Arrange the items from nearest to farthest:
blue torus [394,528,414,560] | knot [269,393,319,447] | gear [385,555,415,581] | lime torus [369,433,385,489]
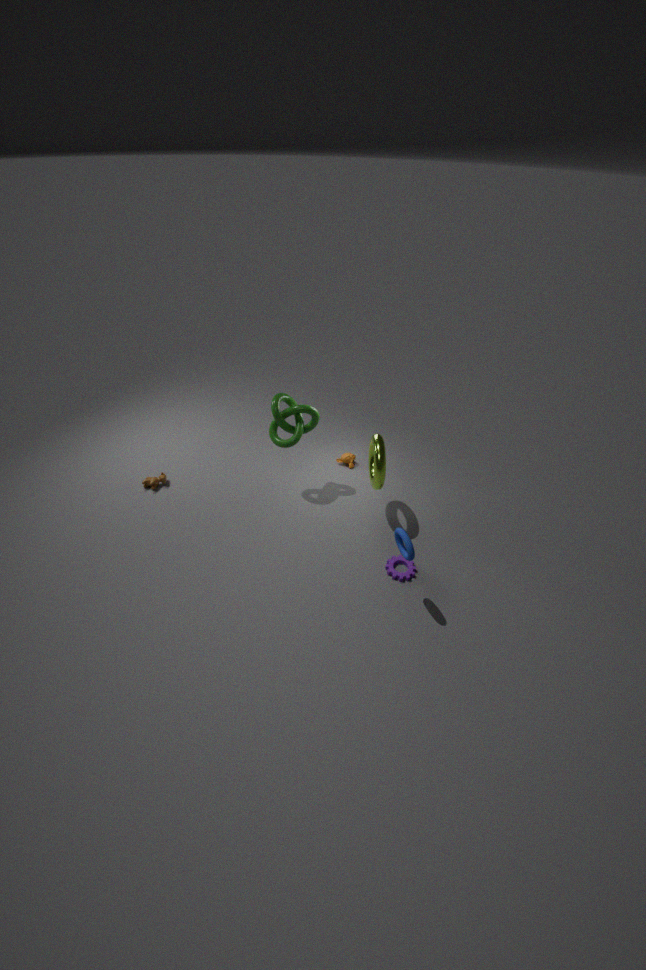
blue torus [394,528,414,560] → gear [385,555,415,581] → lime torus [369,433,385,489] → knot [269,393,319,447]
